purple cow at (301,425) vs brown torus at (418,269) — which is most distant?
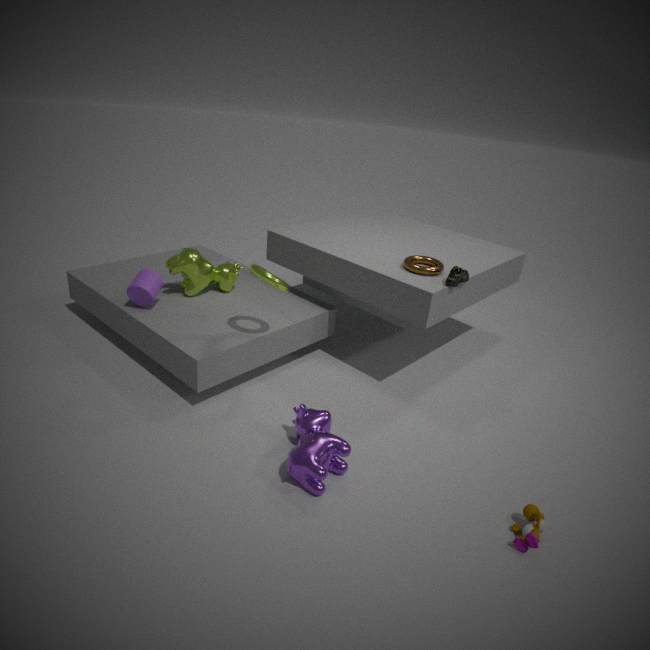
brown torus at (418,269)
